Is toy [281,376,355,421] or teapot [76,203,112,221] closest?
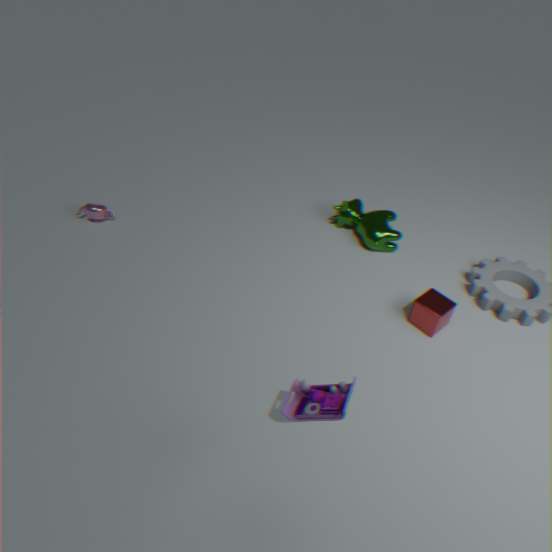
toy [281,376,355,421]
